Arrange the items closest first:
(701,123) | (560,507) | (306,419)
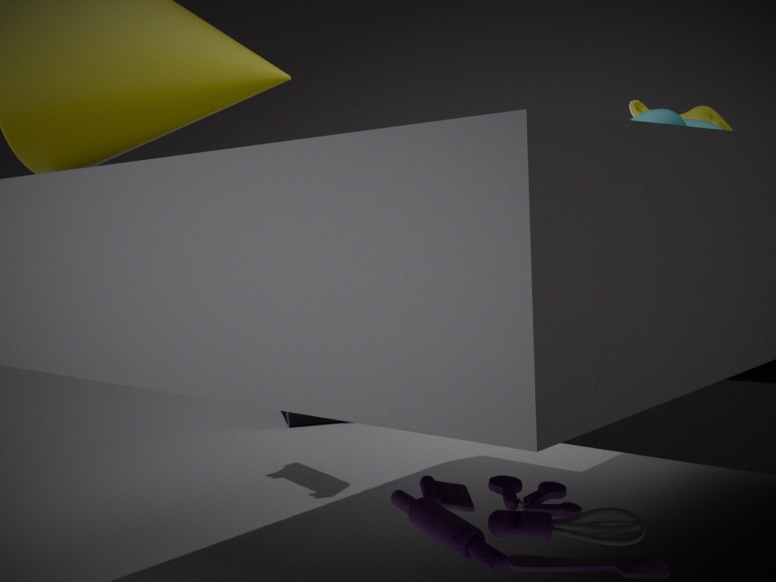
(560,507) < (701,123) < (306,419)
